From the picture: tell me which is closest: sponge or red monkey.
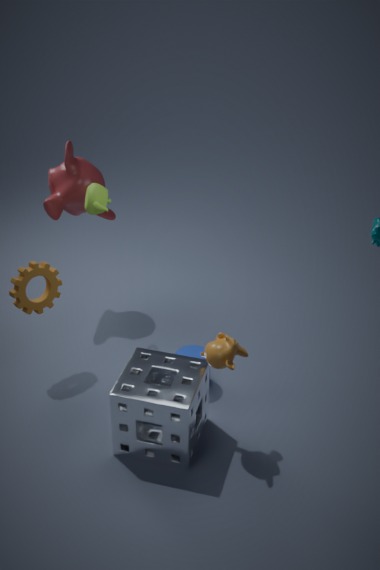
sponge
